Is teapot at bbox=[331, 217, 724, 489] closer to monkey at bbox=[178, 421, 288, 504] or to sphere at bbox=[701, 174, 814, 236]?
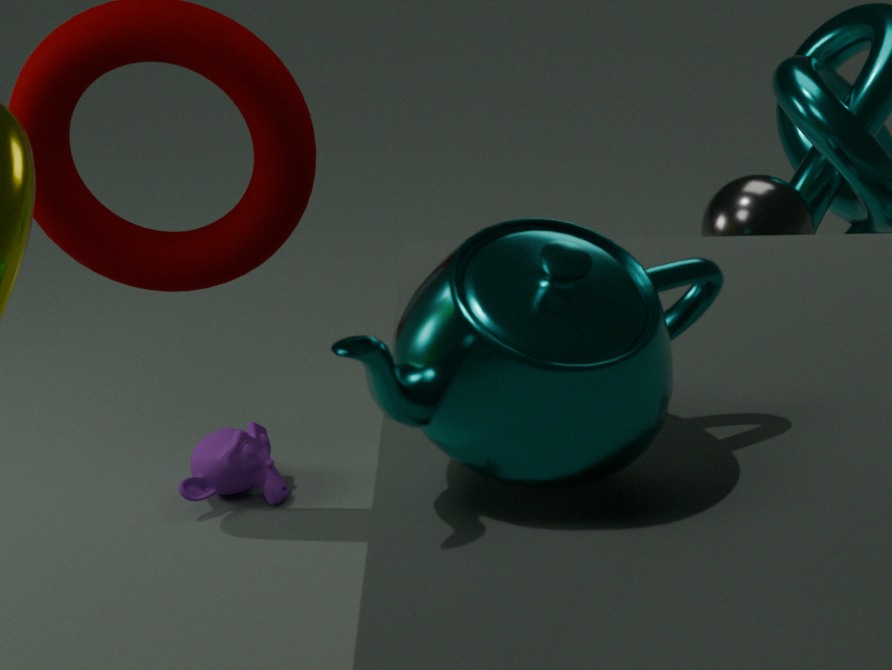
sphere at bbox=[701, 174, 814, 236]
